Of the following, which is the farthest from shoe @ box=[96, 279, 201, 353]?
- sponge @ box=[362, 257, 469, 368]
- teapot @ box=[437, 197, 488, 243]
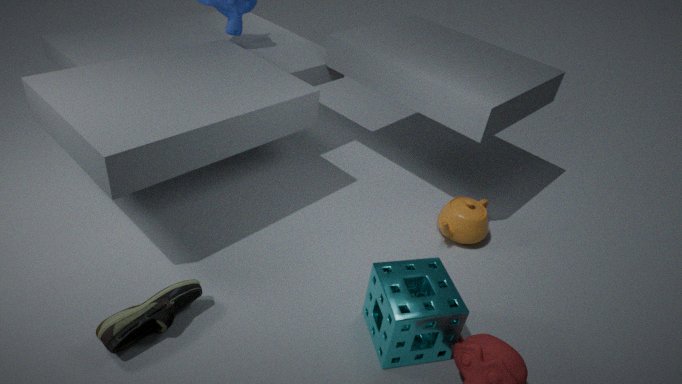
teapot @ box=[437, 197, 488, 243]
